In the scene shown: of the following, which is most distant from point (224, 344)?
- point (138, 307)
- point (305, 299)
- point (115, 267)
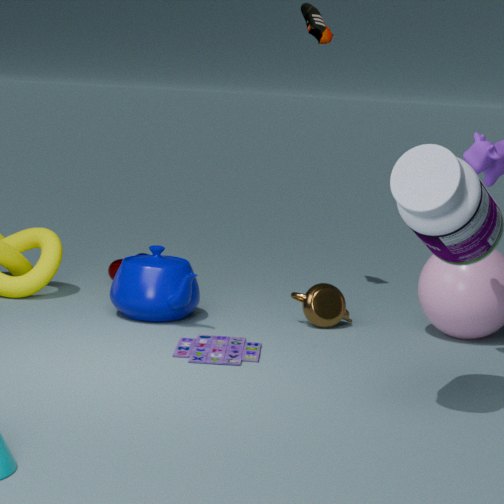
point (115, 267)
